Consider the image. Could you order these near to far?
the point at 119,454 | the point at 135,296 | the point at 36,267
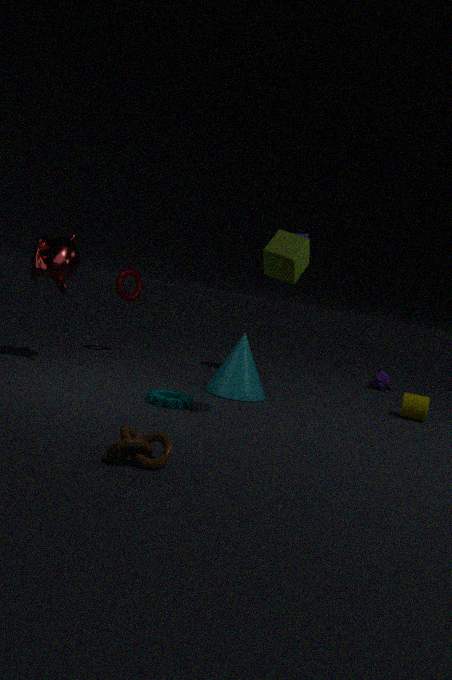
the point at 119,454 → the point at 36,267 → the point at 135,296
